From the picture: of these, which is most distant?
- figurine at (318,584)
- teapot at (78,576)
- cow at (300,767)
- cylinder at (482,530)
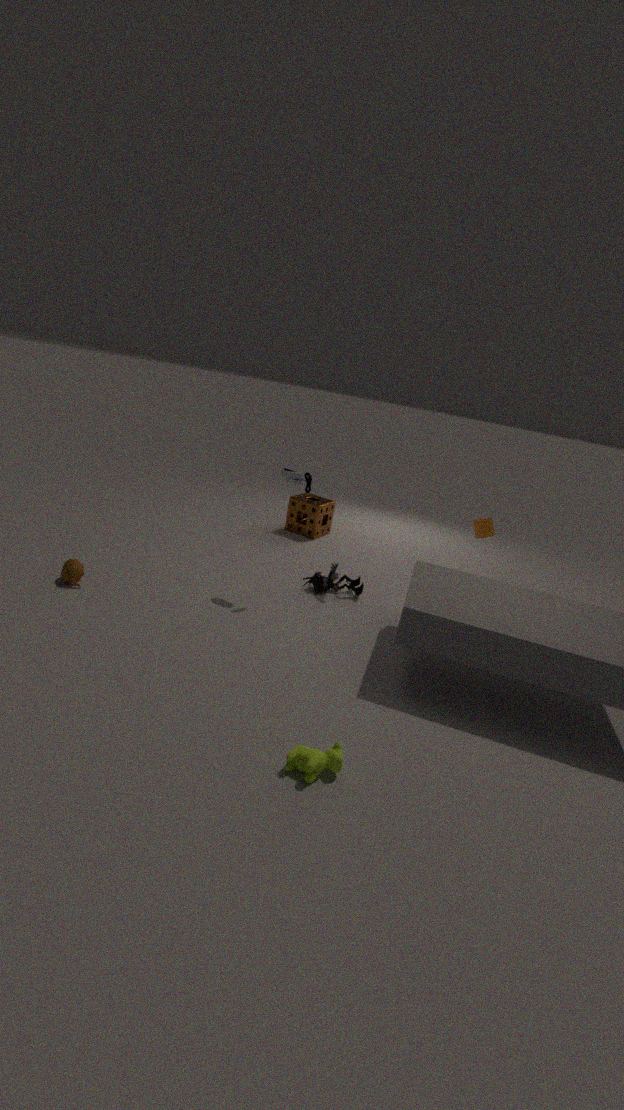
cylinder at (482,530)
